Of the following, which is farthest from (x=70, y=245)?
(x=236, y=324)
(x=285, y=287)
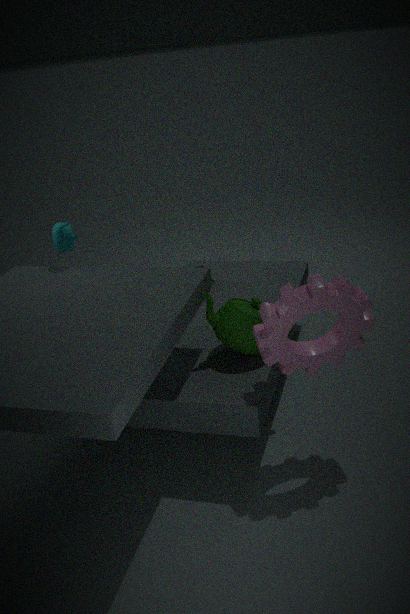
(x=285, y=287)
